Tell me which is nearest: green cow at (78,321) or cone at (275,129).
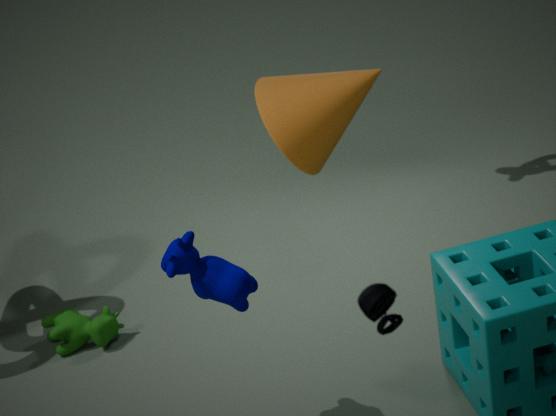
cone at (275,129)
